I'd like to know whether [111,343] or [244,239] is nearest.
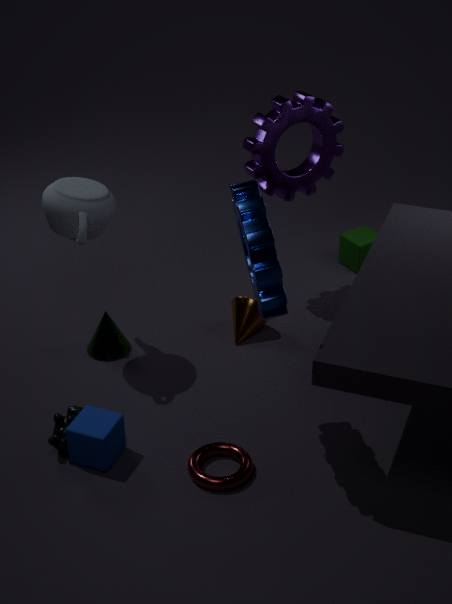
[244,239]
